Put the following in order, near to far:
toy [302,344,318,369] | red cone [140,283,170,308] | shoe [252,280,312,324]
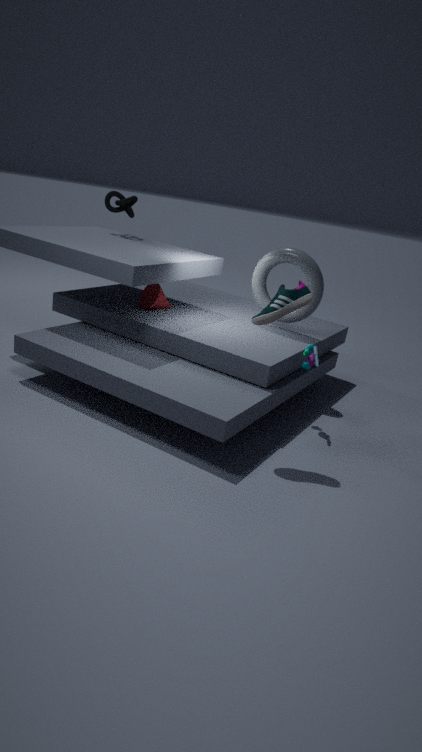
shoe [252,280,312,324]
toy [302,344,318,369]
red cone [140,283,170,308]
